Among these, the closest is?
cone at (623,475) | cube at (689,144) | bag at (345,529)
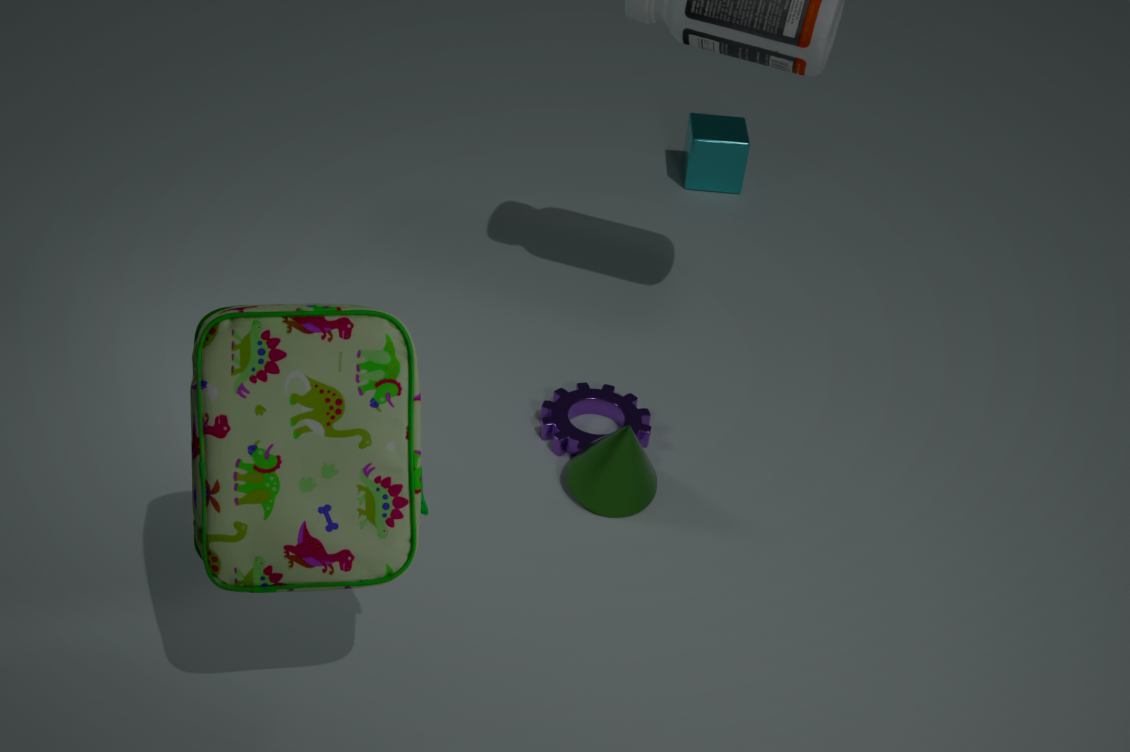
bag at (345,529)
